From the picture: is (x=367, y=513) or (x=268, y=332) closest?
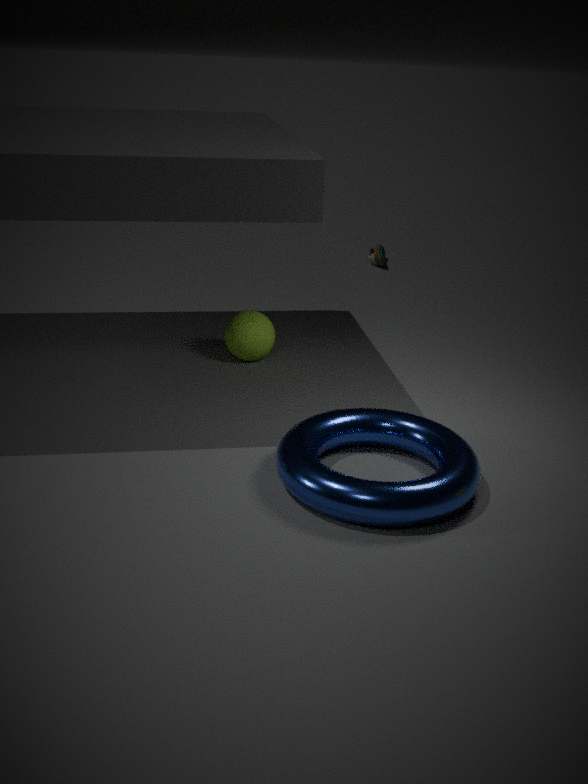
(x=367, y=513)
